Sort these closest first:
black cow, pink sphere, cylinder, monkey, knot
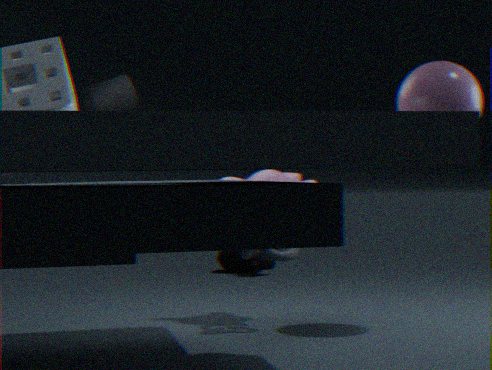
1. cylinder
2. pink sphere
3. knot
4. monkey
5. black cow
